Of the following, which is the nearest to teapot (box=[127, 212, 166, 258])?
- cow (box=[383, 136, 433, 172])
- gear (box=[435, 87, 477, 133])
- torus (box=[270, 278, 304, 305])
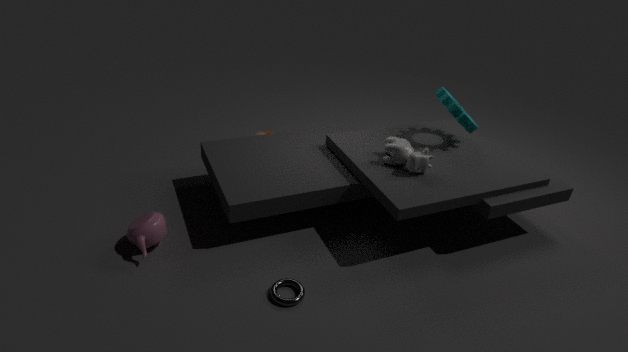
torus (box=[270, 278, 304, 305])
